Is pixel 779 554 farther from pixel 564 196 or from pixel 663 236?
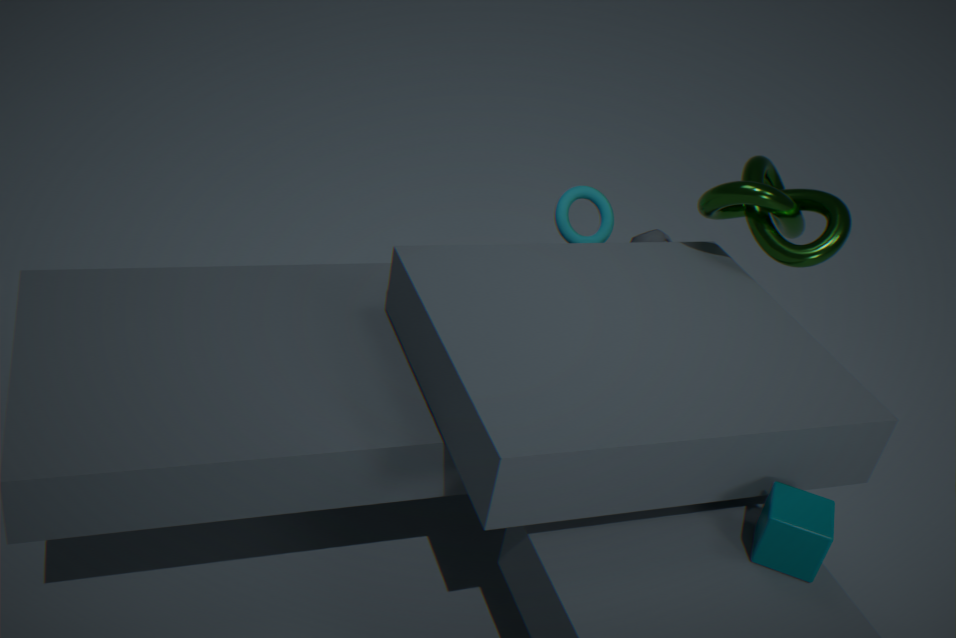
pixel 663 236
